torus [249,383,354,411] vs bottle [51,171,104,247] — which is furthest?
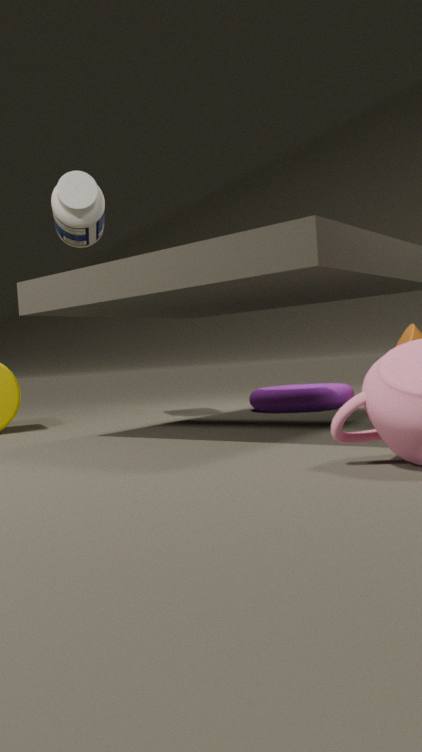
torus [249,383,354,411]
